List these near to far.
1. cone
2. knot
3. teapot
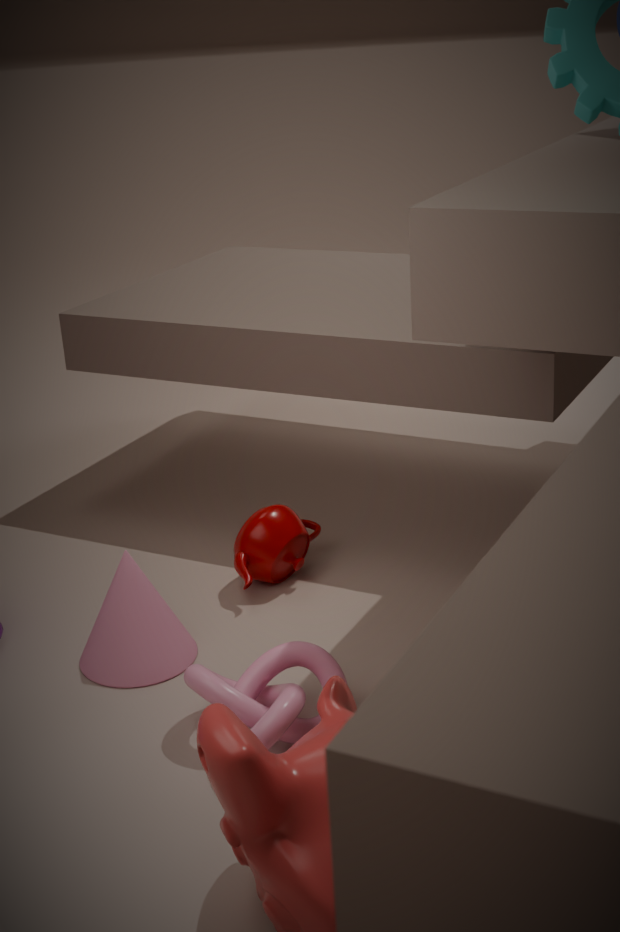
knot → cone → teapot
